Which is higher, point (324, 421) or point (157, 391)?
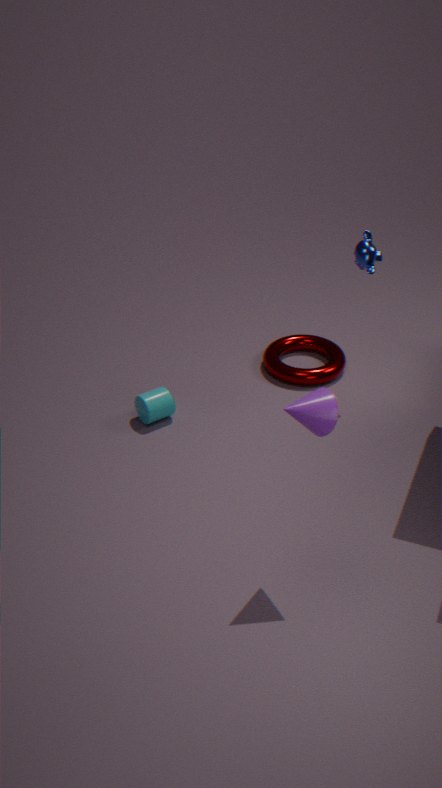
point (324, 421)
